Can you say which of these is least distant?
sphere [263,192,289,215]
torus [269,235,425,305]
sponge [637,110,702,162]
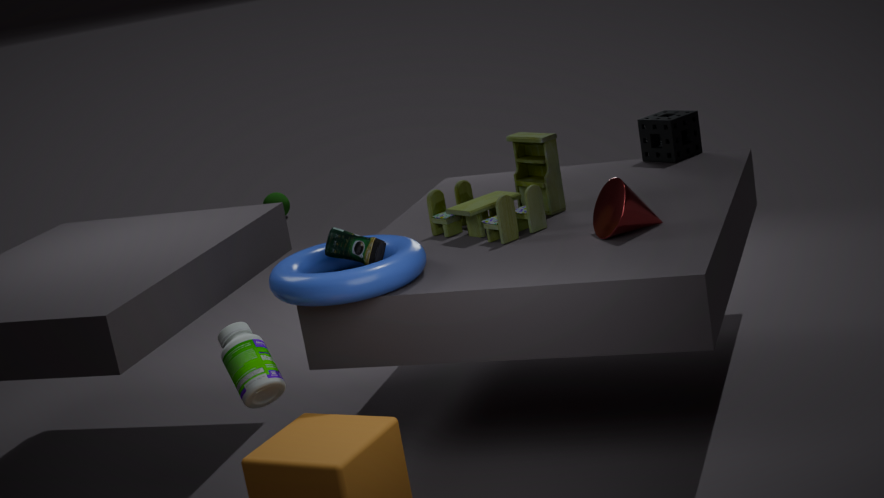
torus [269,235,425,305]
